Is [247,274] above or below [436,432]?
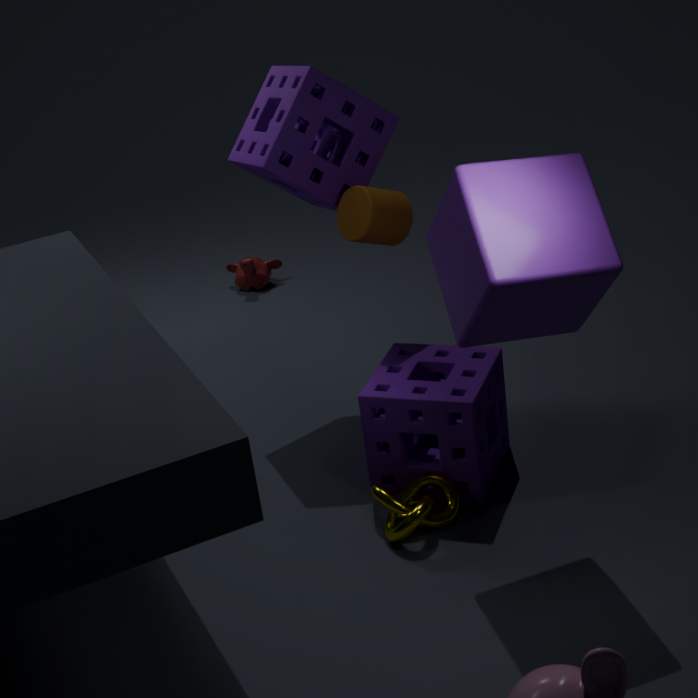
below
